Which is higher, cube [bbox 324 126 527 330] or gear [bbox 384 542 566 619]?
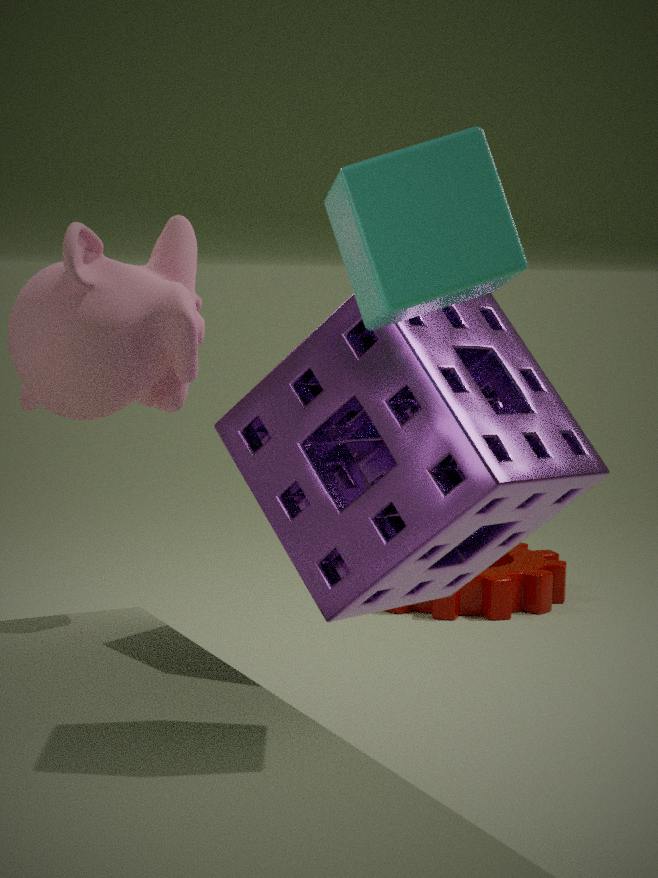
cube [bbox 324 126 527 330]
